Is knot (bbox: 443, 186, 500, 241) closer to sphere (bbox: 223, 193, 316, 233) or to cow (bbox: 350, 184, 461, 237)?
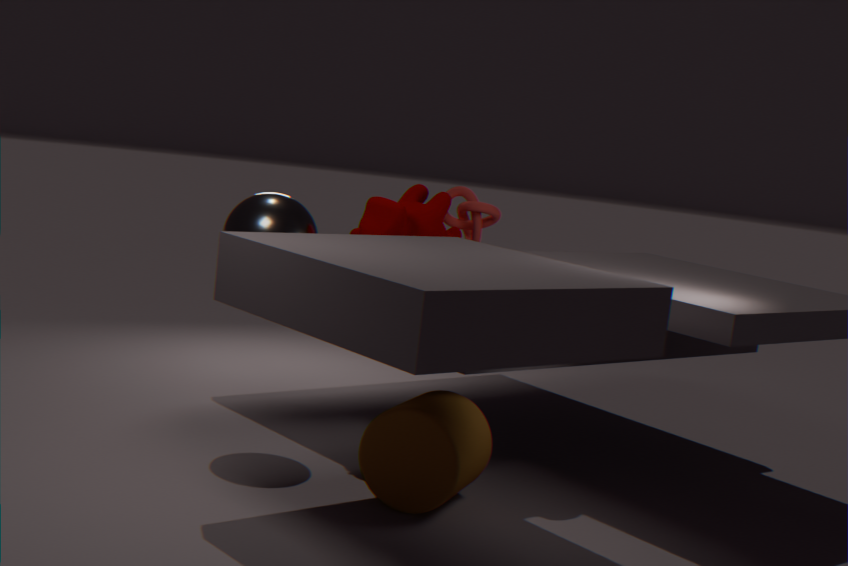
cow (bbox: 350, 184, 461, 237)
